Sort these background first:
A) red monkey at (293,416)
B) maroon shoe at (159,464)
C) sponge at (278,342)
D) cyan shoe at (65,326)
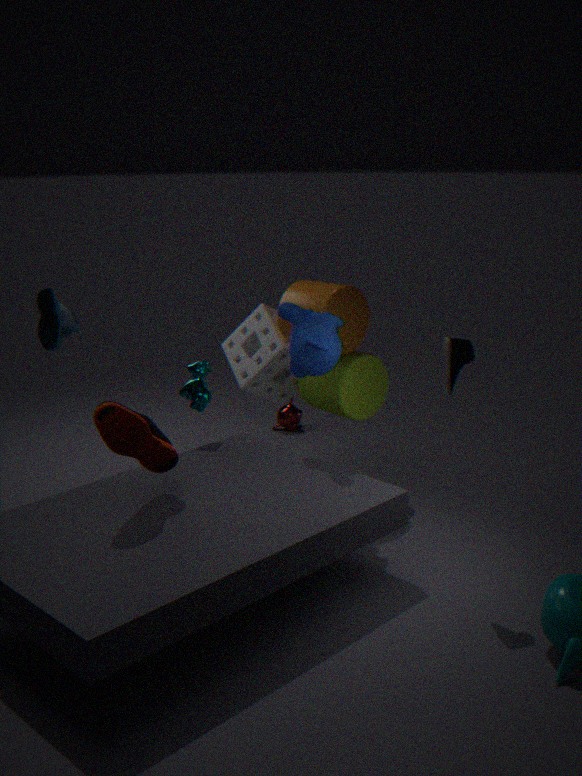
red monkey at (293,416), sponge at (278,342), cyan shoe at (65,326), maroon shoe at (159,464)
